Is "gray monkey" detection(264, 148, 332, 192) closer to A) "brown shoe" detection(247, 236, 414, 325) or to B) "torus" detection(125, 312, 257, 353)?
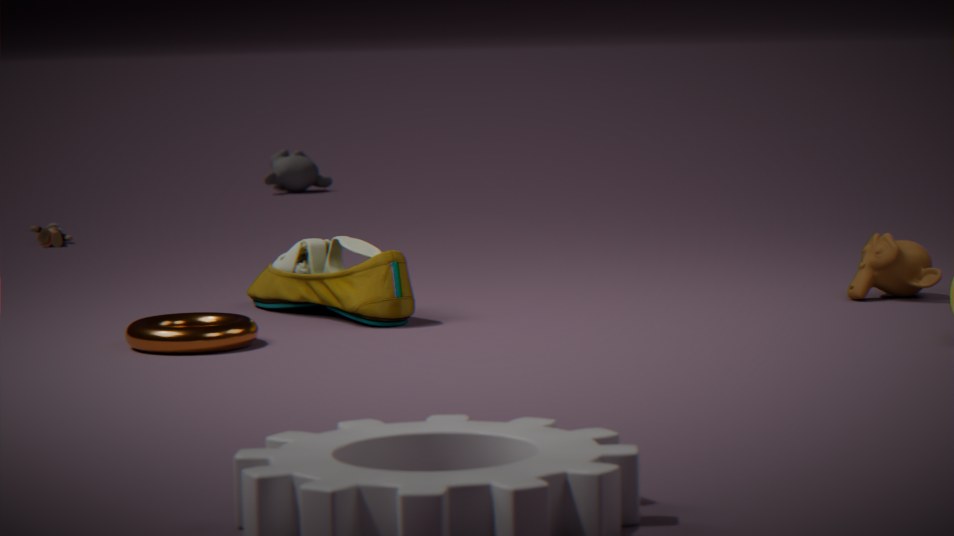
A) "brown shoe" detection(247, 236, 414, 325)
